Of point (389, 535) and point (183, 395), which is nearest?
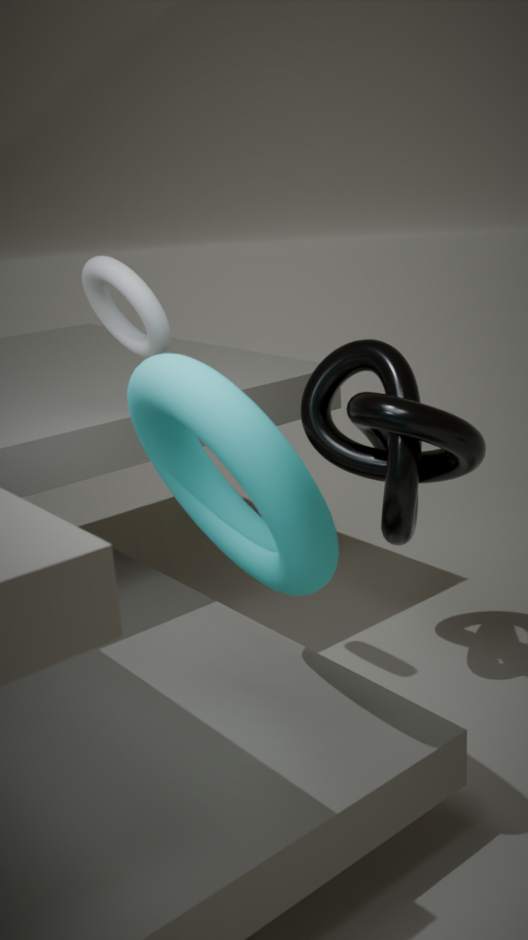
point (183, 395)
